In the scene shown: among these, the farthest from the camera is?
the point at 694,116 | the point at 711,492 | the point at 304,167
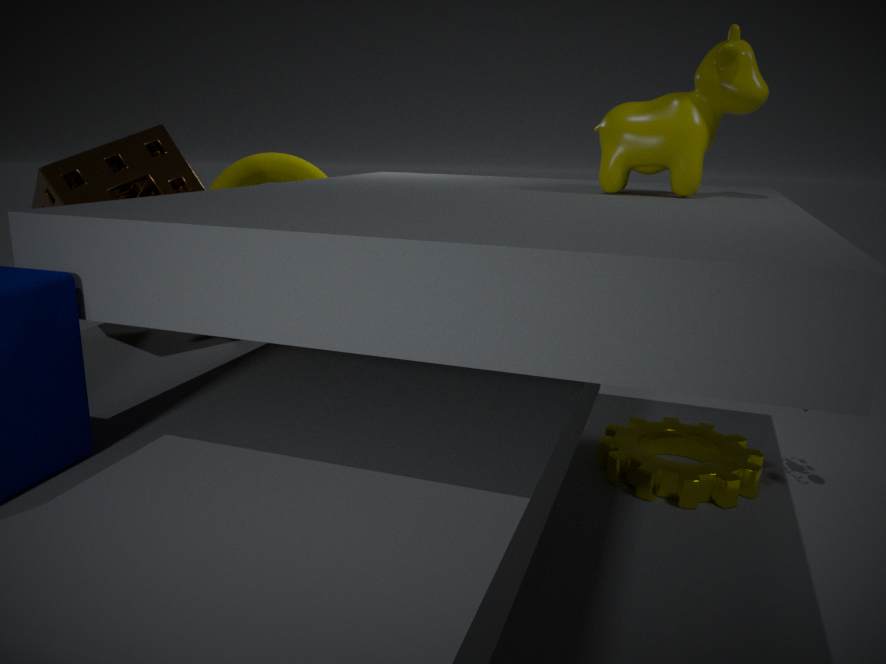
the point at 304,167
